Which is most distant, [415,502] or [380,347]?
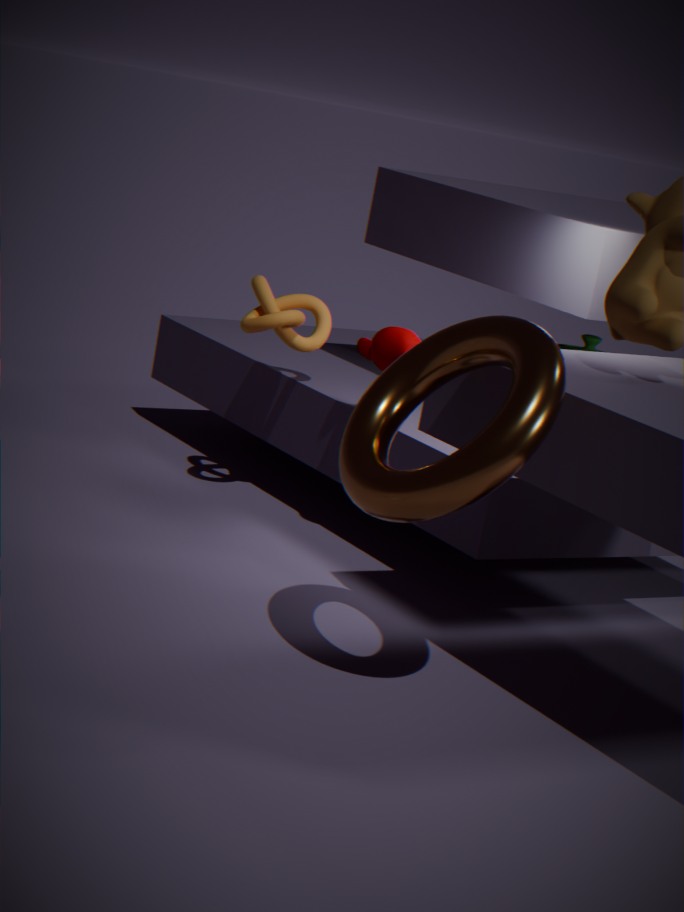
[380,347]
